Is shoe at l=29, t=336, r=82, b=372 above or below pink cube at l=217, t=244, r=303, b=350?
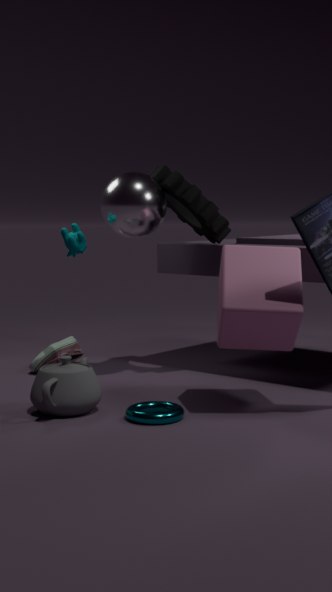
below
